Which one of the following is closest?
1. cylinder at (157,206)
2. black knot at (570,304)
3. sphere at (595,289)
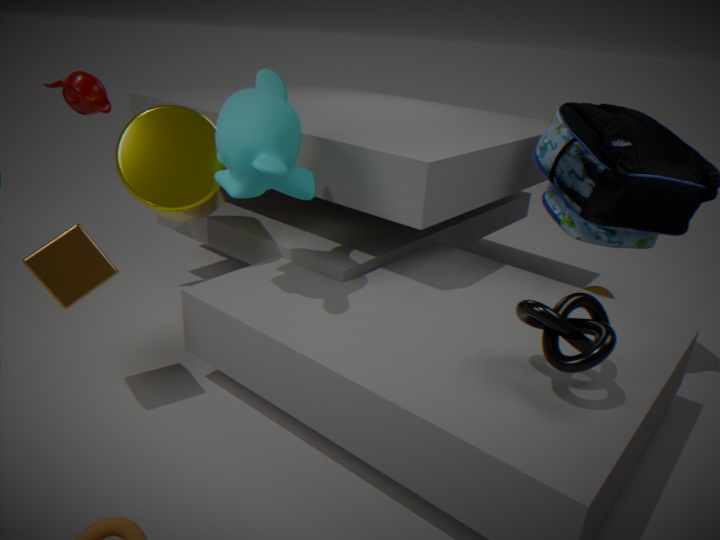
black knot at (570,304)
